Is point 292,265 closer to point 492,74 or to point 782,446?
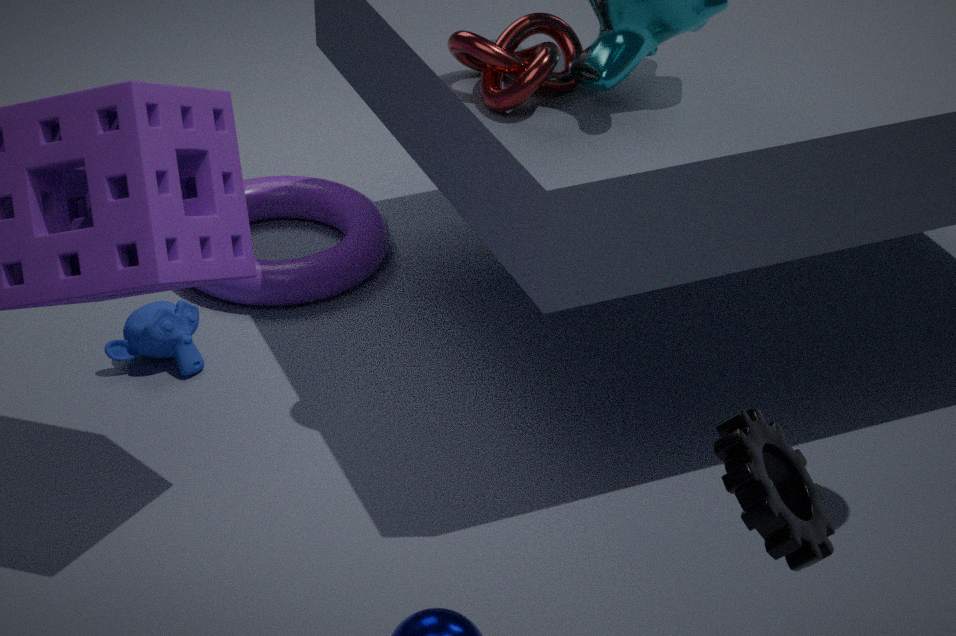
point 492,74
